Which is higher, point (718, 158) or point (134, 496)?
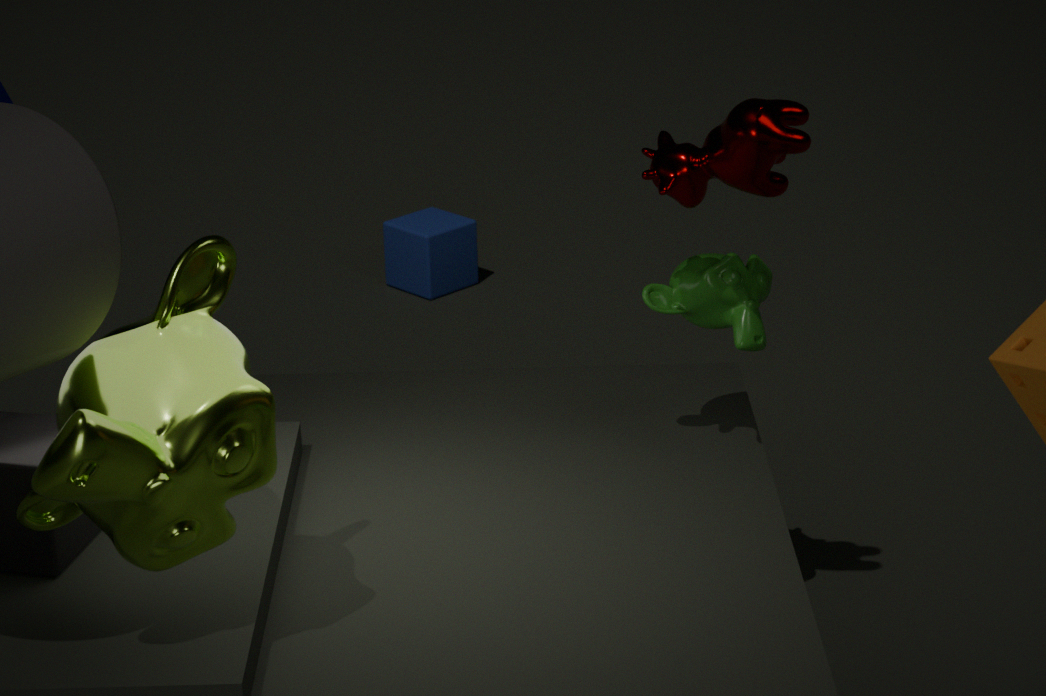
point (718, 158)
